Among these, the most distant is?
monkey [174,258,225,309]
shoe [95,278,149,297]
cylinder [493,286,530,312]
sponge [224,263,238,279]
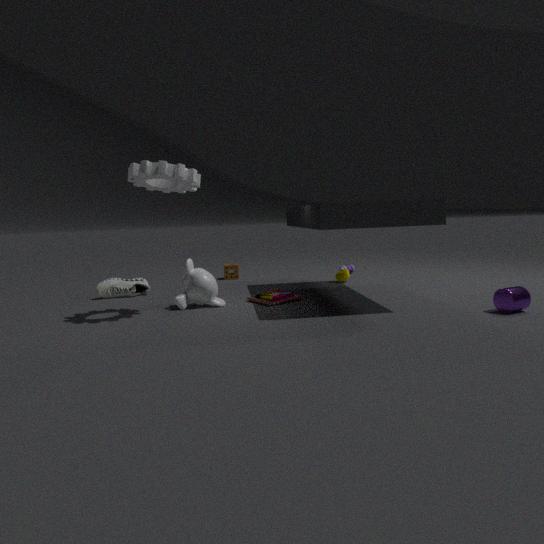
sponge [224,263,238,279]
